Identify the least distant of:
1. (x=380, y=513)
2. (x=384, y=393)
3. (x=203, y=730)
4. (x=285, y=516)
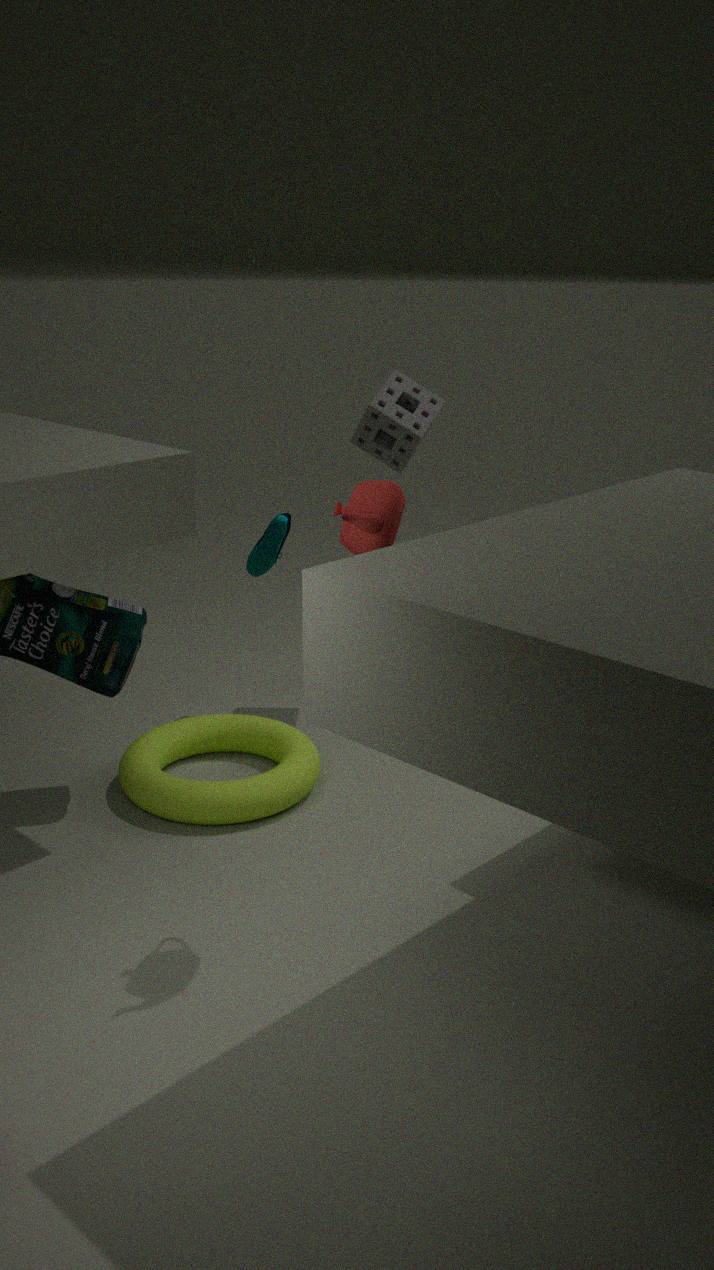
(x=380, y=513)
